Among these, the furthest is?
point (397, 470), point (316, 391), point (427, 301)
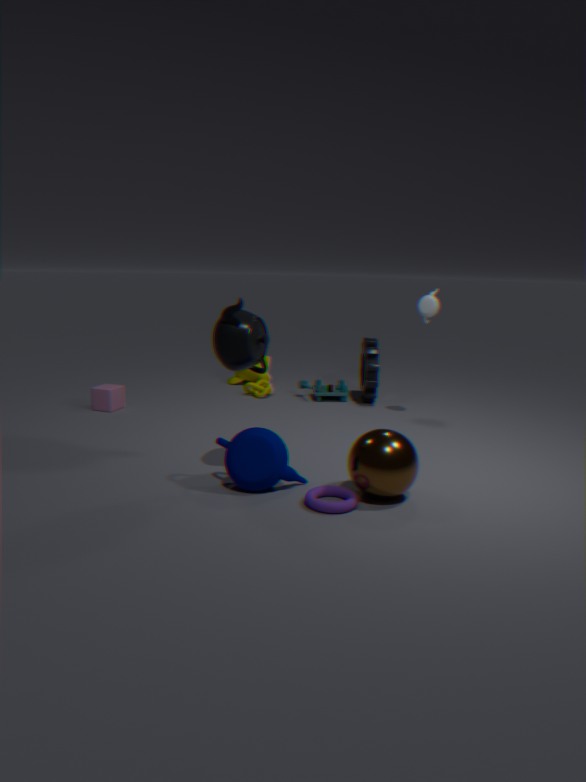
point (316, 391)
